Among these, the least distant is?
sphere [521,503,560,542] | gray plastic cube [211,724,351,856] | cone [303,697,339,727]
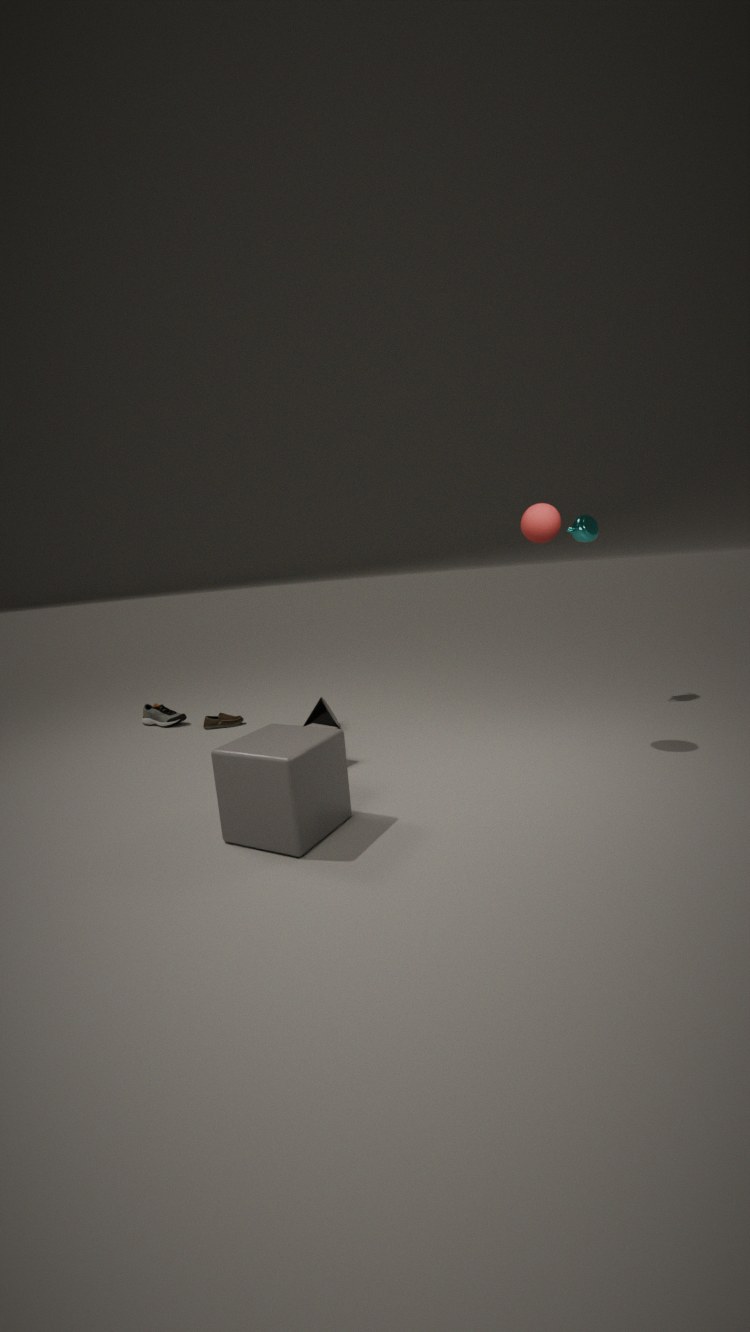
gray plastic cube [211,724,351,856]
